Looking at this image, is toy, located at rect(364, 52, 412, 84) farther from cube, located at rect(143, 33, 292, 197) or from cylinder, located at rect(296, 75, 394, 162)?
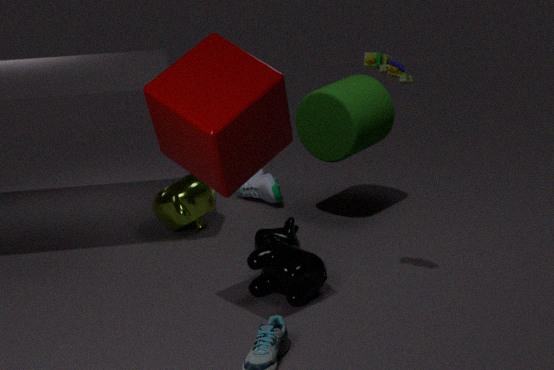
cylinder, located at rect(296, 75, 394, 162)
